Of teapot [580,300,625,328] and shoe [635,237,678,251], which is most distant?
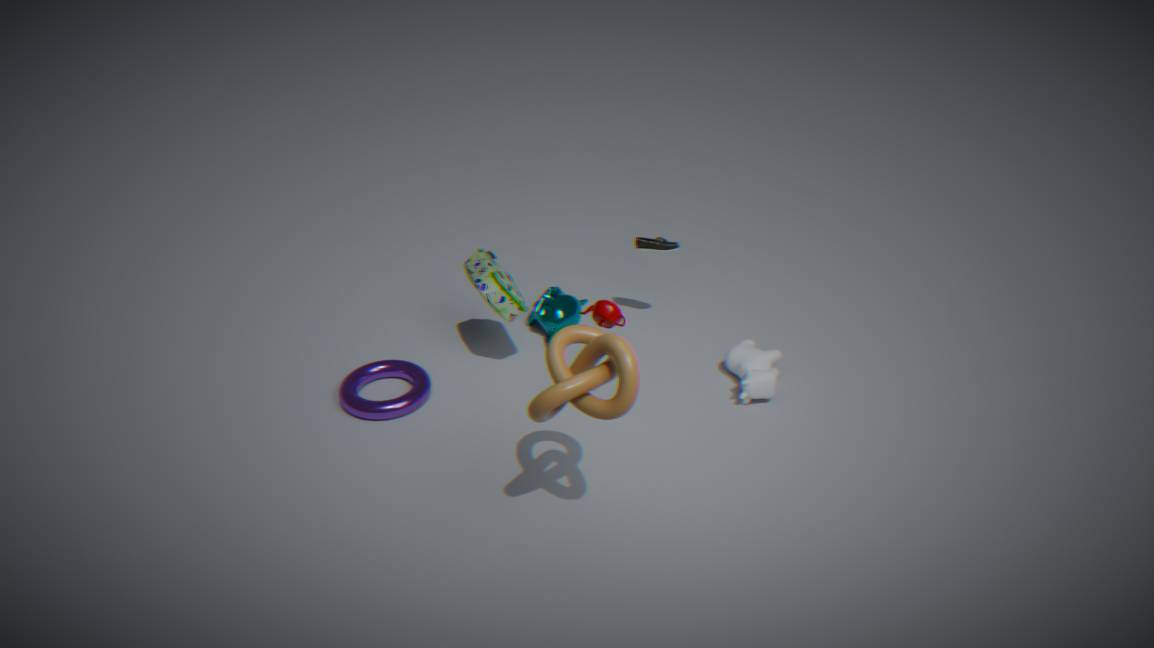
shoe [635,237,678,251]
